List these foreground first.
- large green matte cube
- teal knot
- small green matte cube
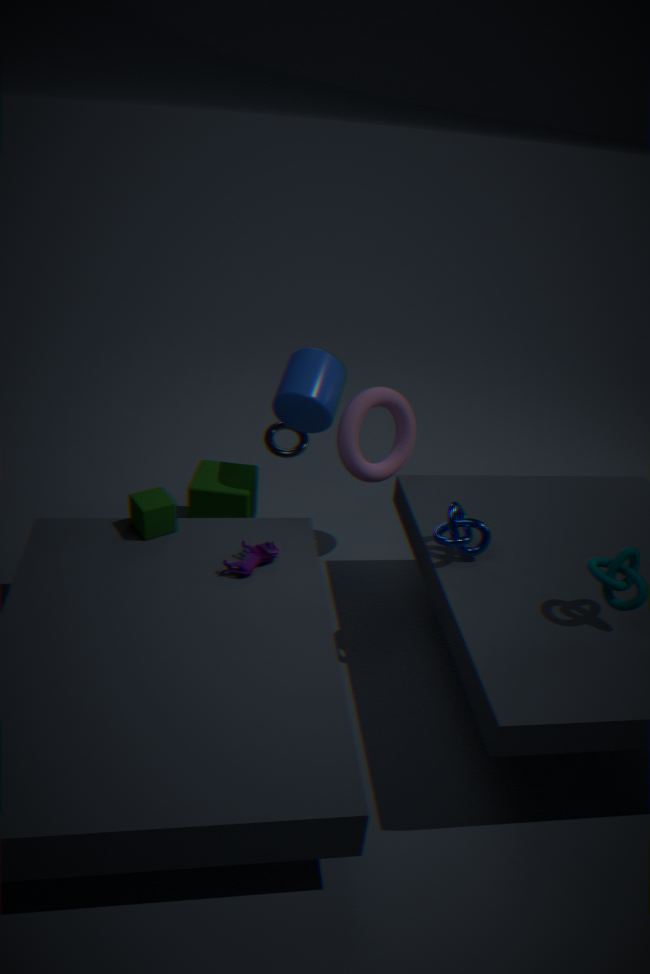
teal knot < small green matte cube < large green matte cube
